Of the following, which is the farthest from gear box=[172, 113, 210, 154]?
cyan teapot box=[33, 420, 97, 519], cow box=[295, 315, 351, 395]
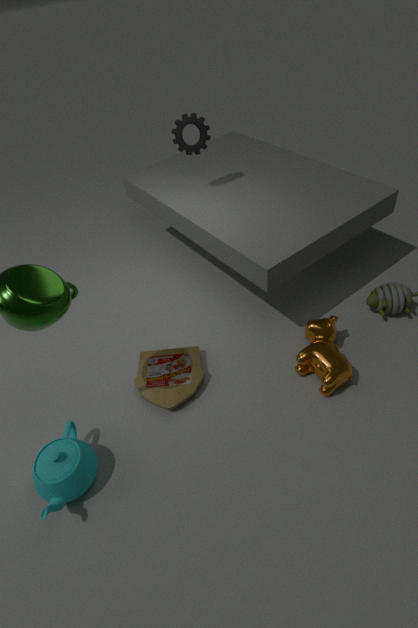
cyan teapot box=[33, 420, 97, 519]
